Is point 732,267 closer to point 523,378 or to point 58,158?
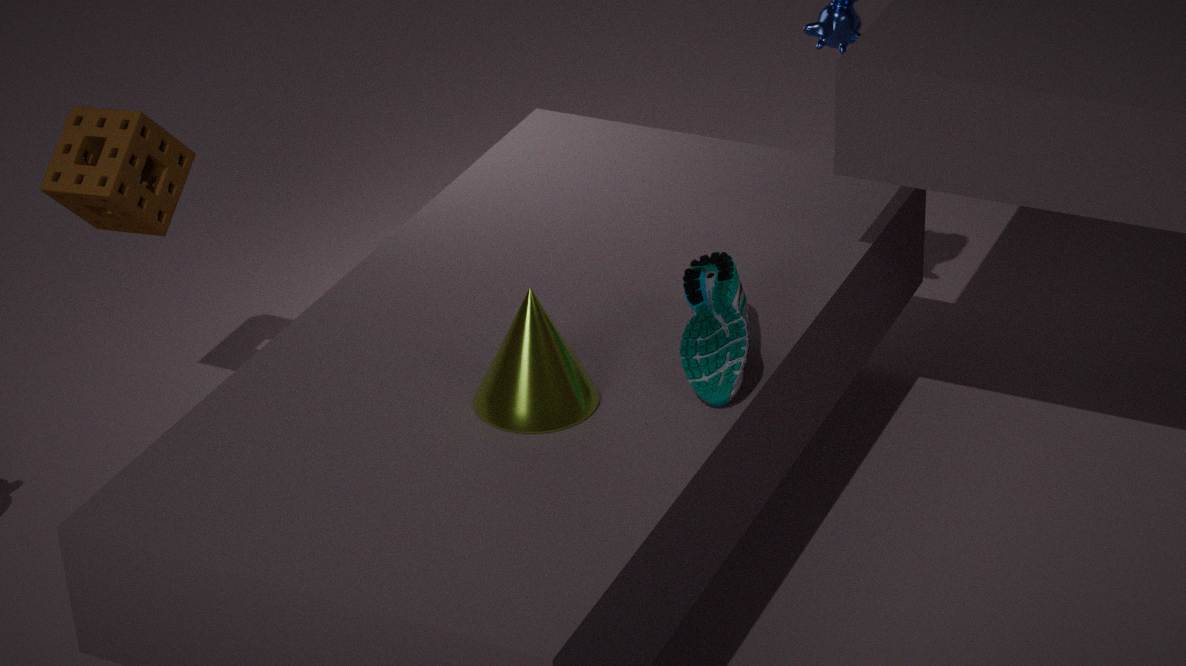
point 523,378
